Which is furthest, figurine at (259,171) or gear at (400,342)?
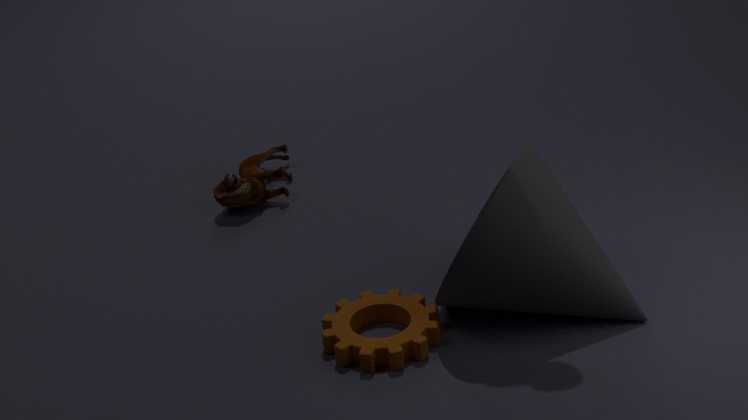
figurine at (259,171)
